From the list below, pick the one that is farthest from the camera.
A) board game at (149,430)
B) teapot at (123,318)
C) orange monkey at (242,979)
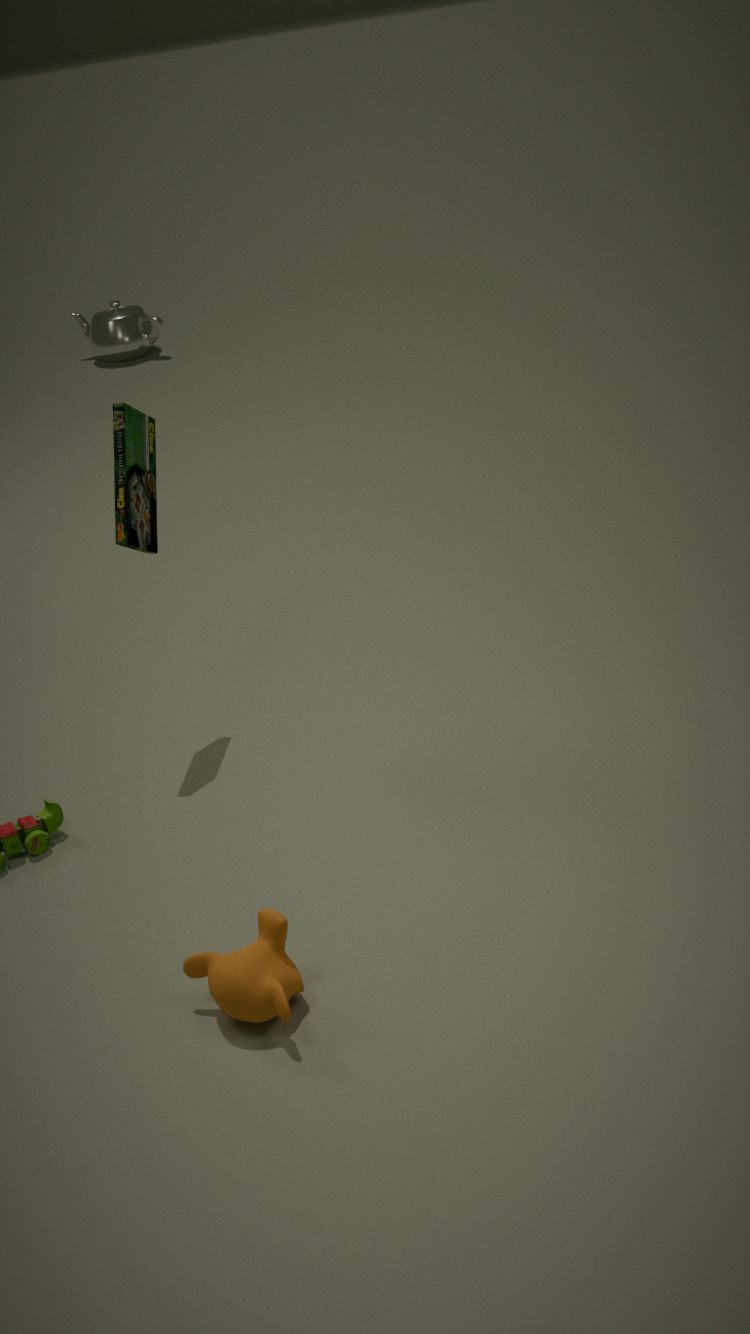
teapot at (123,318)
